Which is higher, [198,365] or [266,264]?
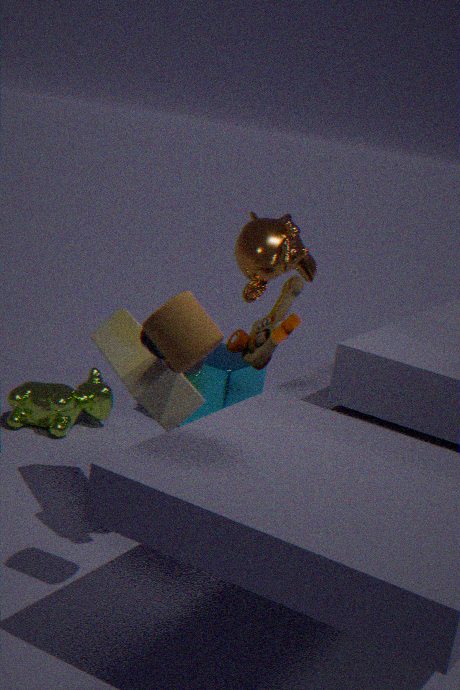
[266,264]
